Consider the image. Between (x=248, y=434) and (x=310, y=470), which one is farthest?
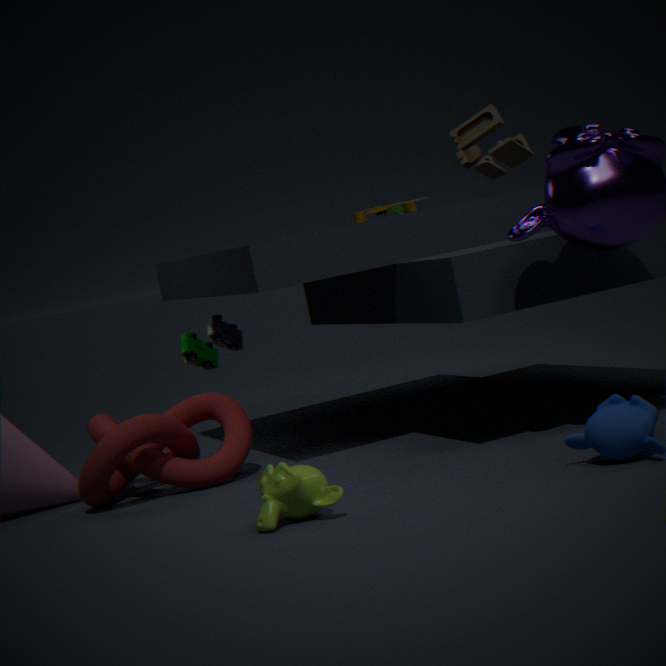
(x=248, y=434)
